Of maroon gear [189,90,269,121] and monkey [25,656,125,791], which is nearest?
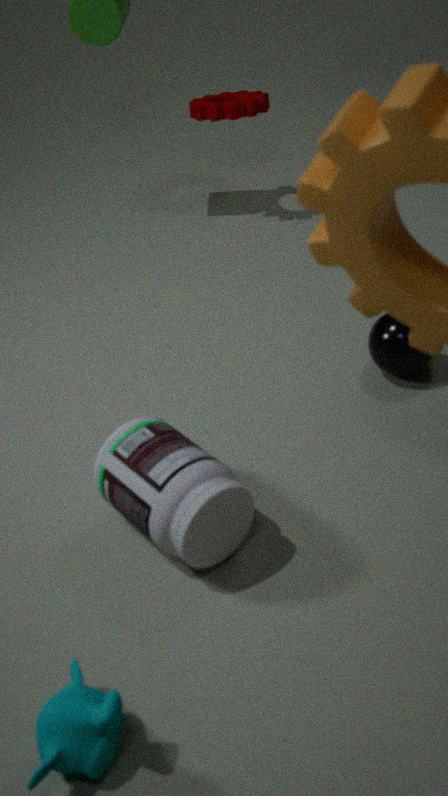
monkey [25,656,125,791]
